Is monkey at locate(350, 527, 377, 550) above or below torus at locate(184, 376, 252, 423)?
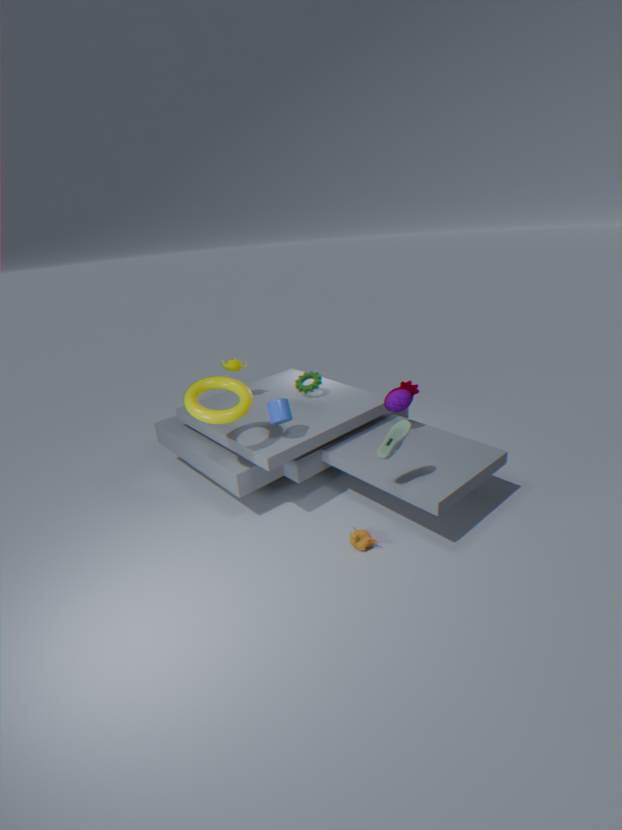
below
